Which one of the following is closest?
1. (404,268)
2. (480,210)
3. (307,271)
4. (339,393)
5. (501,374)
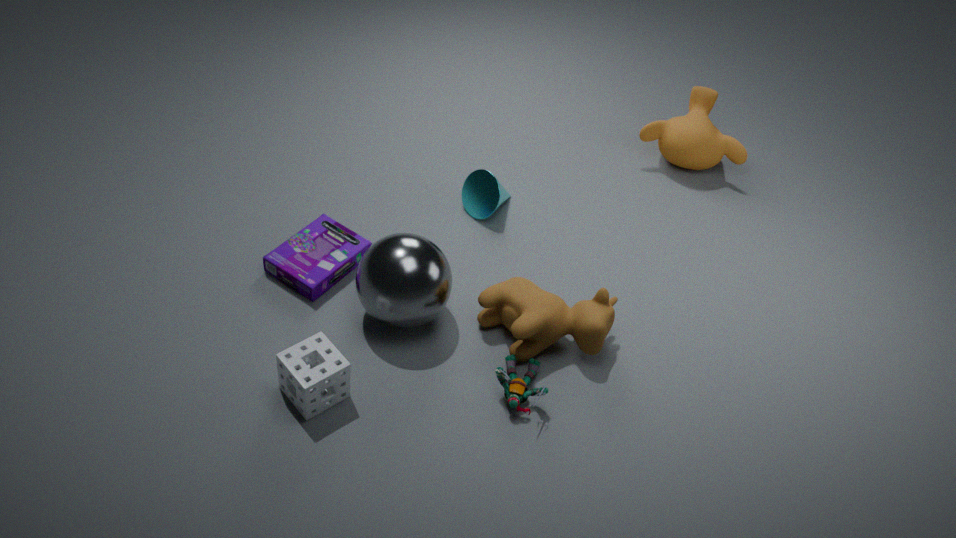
(339,393)
